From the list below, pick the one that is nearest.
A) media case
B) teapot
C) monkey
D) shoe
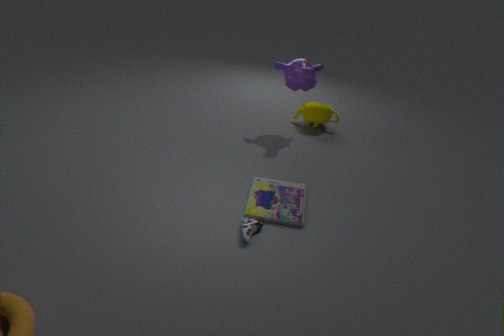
shoe
